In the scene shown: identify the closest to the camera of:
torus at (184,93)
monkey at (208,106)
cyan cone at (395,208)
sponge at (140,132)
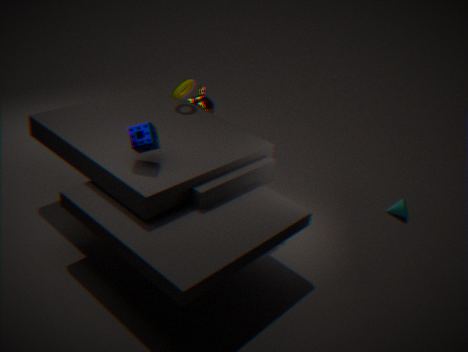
sponge at (140,132)
